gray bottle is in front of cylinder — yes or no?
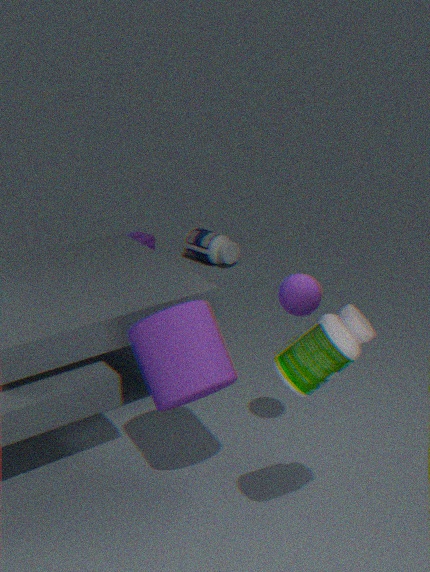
No
